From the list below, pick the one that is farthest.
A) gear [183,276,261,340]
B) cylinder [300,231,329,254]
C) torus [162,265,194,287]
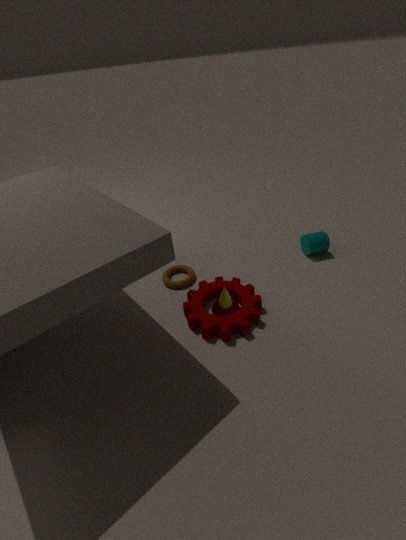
cylinder [300,231,329,254]
